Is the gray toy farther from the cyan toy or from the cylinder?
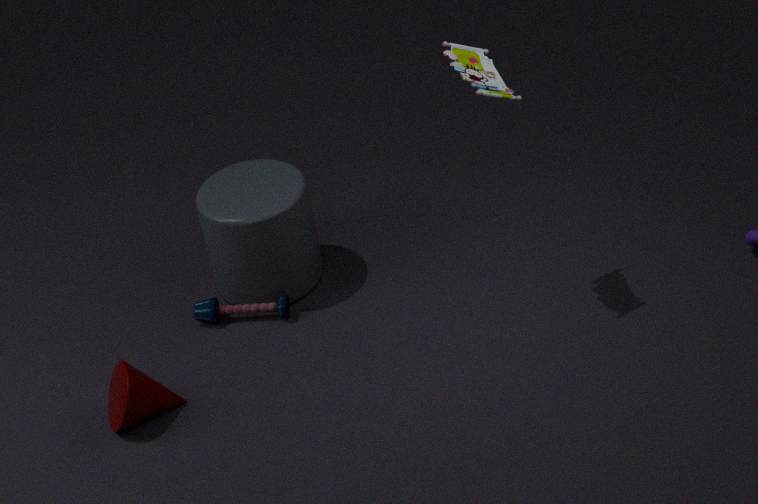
the cyan toy
